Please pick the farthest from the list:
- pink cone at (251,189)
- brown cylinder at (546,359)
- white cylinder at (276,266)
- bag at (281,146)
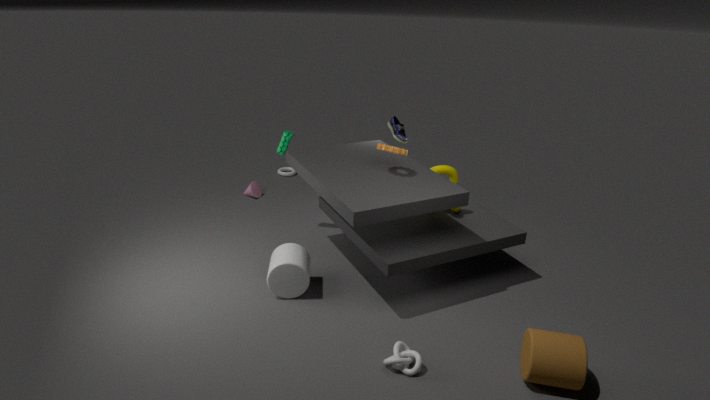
pink cone at (251,189)
